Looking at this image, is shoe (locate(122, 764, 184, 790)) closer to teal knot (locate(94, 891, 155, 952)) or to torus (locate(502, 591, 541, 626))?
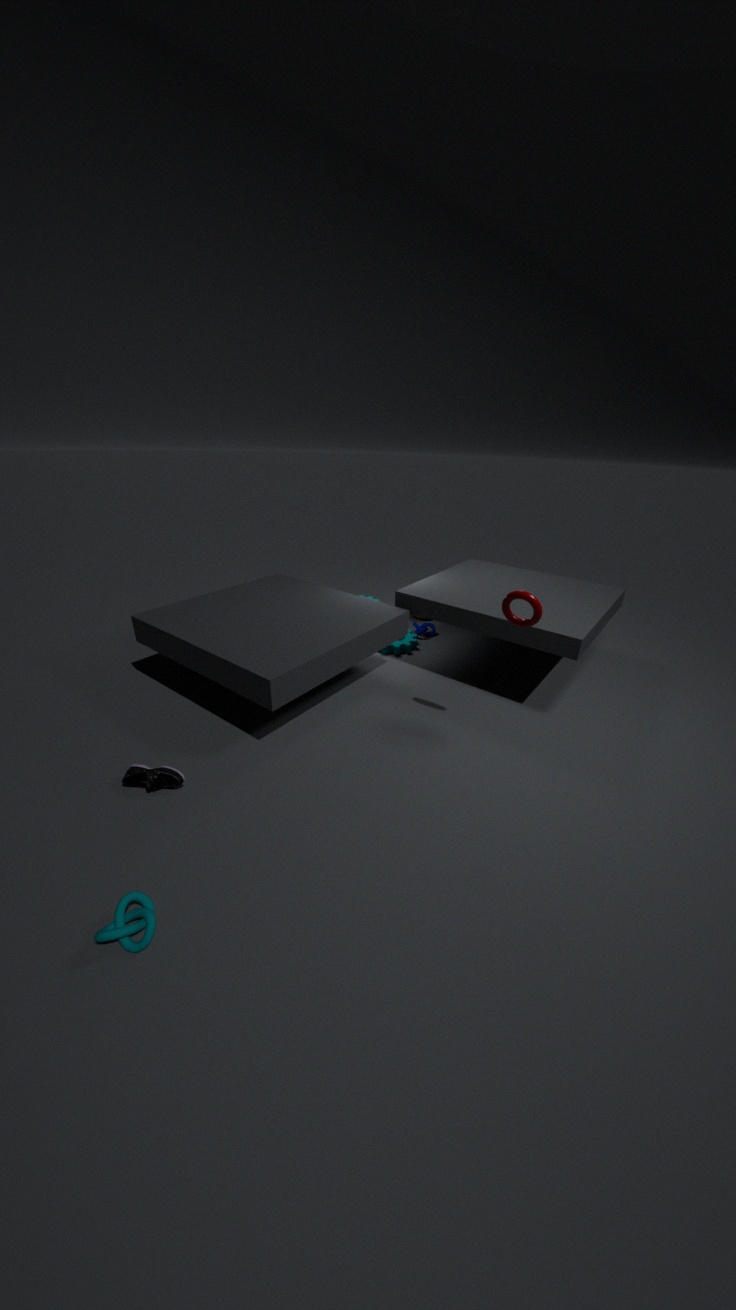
teal knot (locate(94, 891, 155, 952))
